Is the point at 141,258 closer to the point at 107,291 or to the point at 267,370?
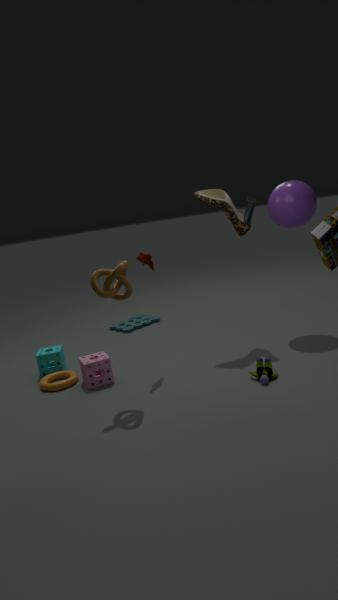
the point at 107,291
